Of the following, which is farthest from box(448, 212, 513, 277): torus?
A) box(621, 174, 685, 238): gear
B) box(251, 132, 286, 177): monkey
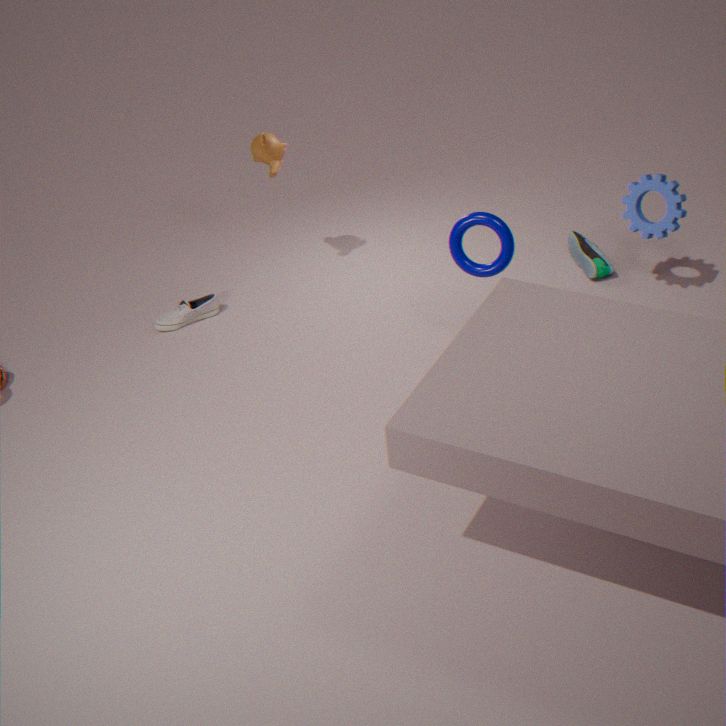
box(251, 132, 286, 177): monkey
